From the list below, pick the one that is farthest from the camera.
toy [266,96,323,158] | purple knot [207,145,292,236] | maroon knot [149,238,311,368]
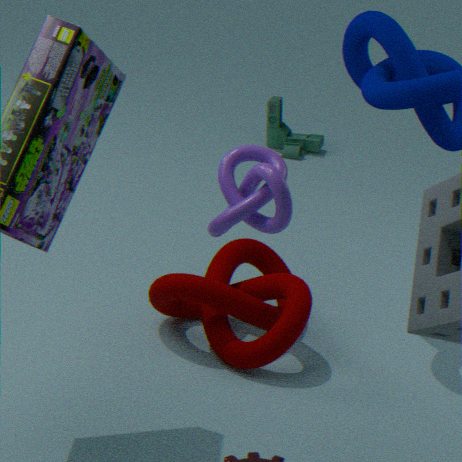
toy [266,96,323,158]
